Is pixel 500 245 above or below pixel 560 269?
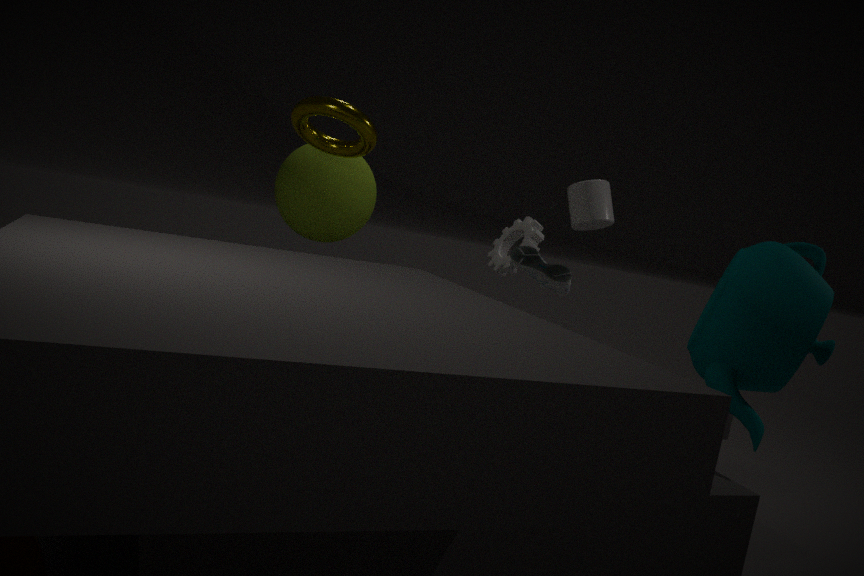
above
